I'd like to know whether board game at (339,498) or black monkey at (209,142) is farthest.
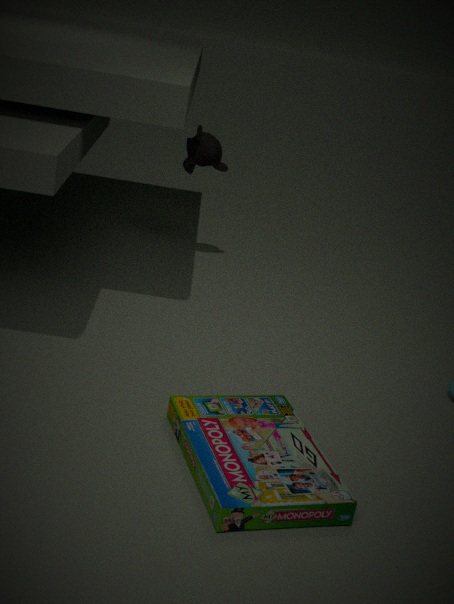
black monkey at (209,142)
